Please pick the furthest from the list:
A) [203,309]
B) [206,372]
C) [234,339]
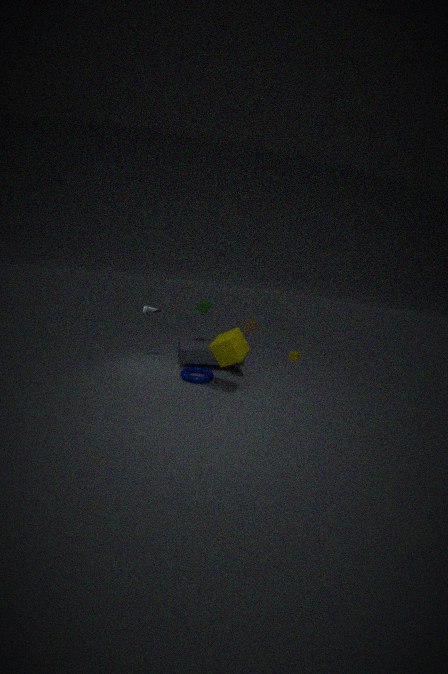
[203,309]
